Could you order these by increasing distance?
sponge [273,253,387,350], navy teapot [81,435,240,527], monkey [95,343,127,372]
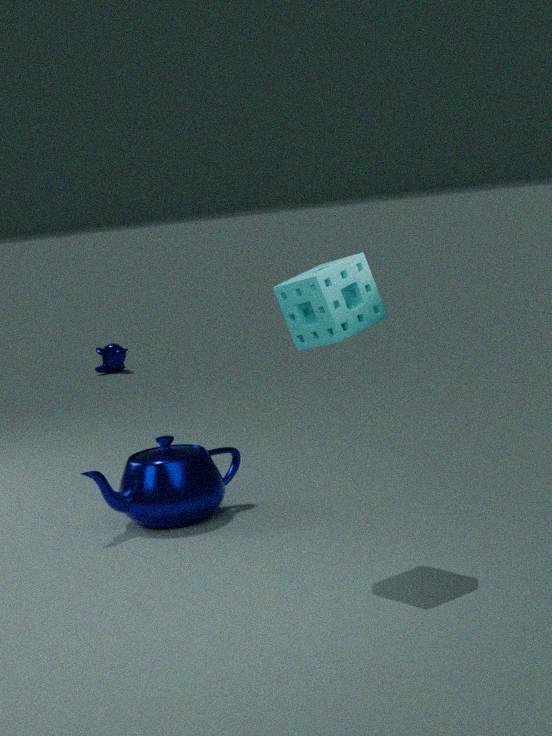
sponge [273,253,387,350] < navy teapot [81,435,240,527] < monkey [95,343,127,372]
